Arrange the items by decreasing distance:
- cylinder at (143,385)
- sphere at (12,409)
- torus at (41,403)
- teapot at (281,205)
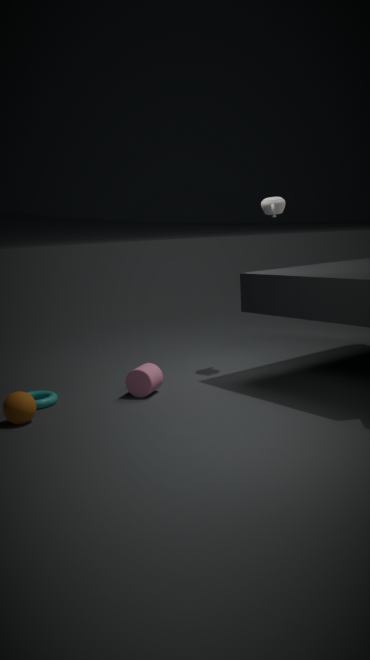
1. teapot at (281,205)
2. cylinder at (143,385)
3. torus at (41,403)
4. sphere at (12,409)
